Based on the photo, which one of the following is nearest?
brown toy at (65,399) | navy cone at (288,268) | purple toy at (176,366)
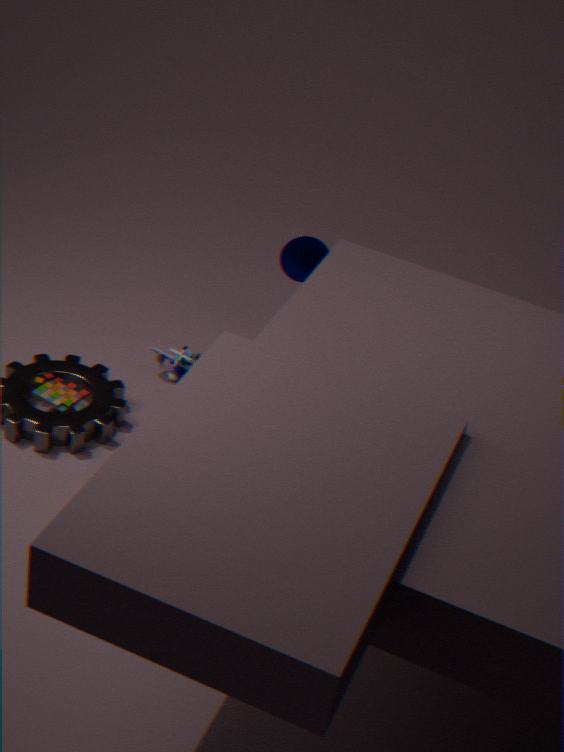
brown toy at (65,399)
